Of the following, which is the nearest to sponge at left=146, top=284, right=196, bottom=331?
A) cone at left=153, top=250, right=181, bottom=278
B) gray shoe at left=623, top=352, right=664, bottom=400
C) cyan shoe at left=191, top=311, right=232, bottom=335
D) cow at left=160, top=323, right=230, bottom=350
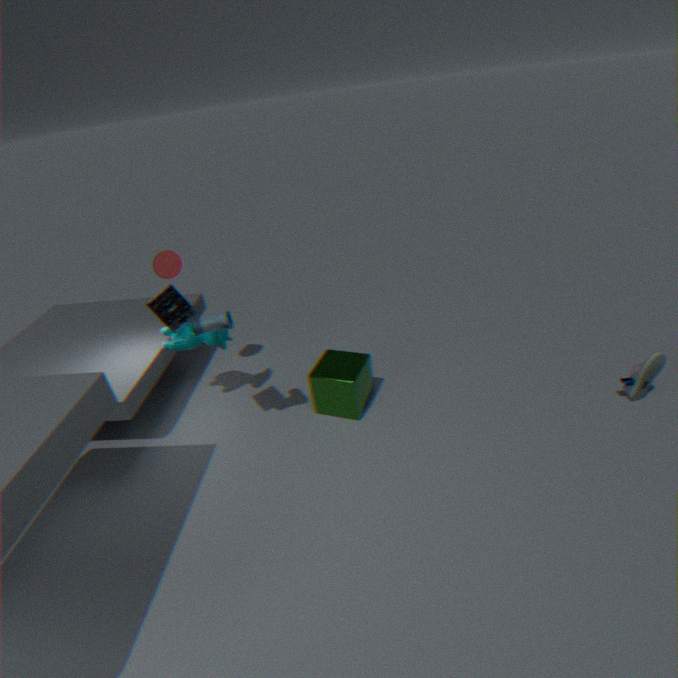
cyan shoe at left=191, top=311, right=232, bottom=335
